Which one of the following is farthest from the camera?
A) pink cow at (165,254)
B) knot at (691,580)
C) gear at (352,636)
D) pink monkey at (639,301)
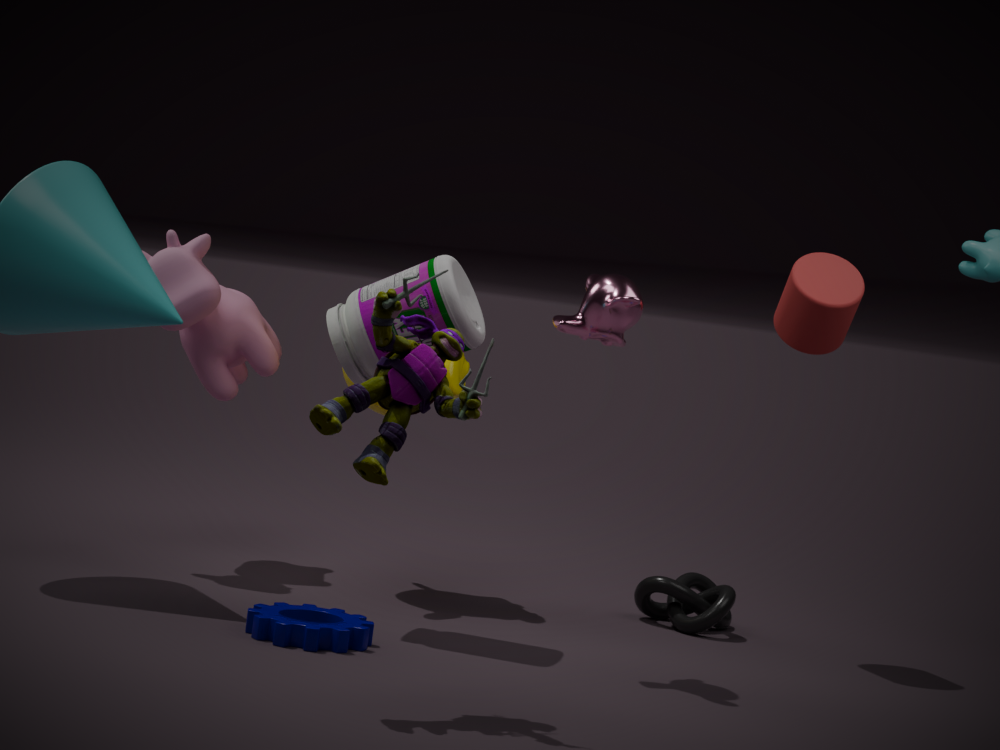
knot at (691,580)
